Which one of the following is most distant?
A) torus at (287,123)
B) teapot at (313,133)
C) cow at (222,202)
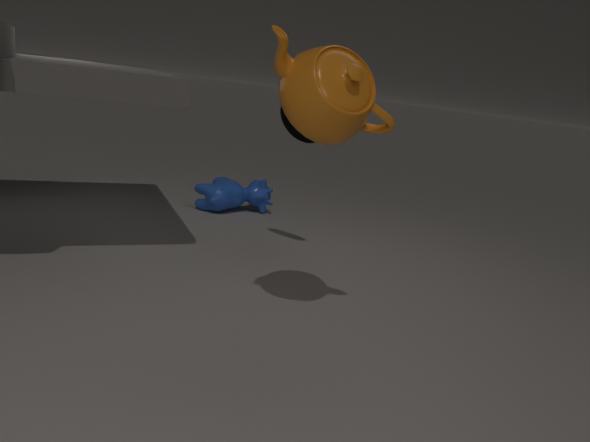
cow at (222,202)
